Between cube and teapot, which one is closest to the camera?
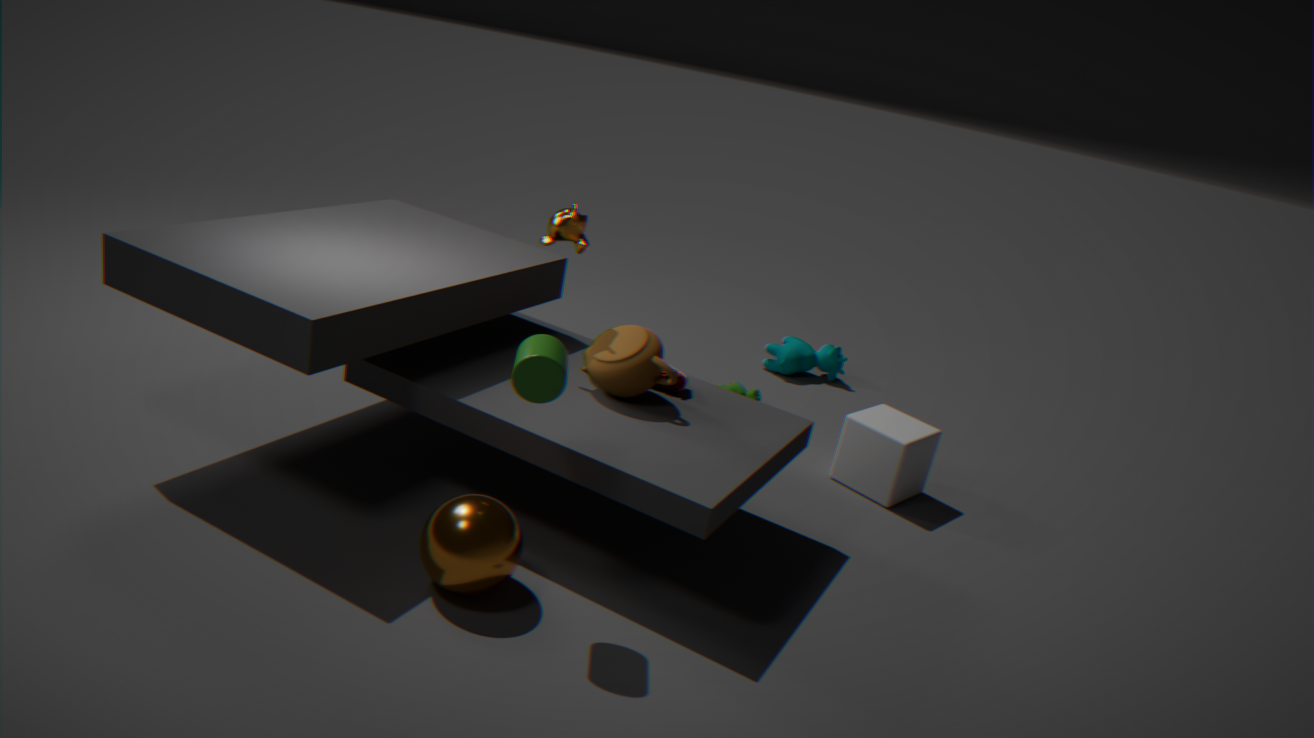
teapot
